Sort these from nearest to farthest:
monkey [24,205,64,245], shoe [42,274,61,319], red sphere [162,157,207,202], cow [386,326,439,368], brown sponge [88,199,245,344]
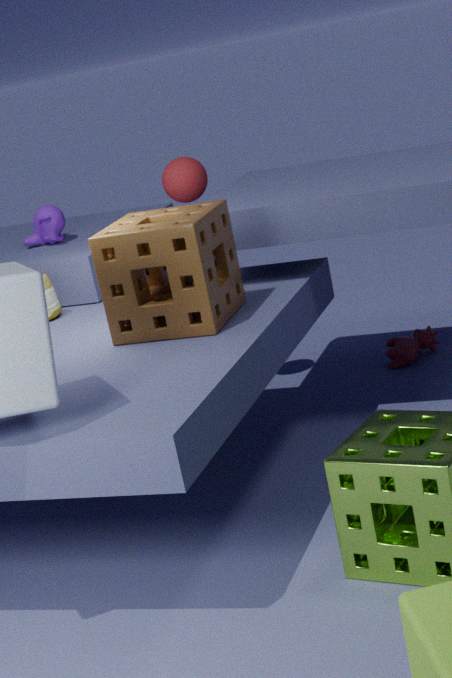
brown sponge [88,199,245,344], shoe [42,274,61,319], red sphere [162,157,207,202], monkey [24,205,64,245], cow [386,326,439,368]
